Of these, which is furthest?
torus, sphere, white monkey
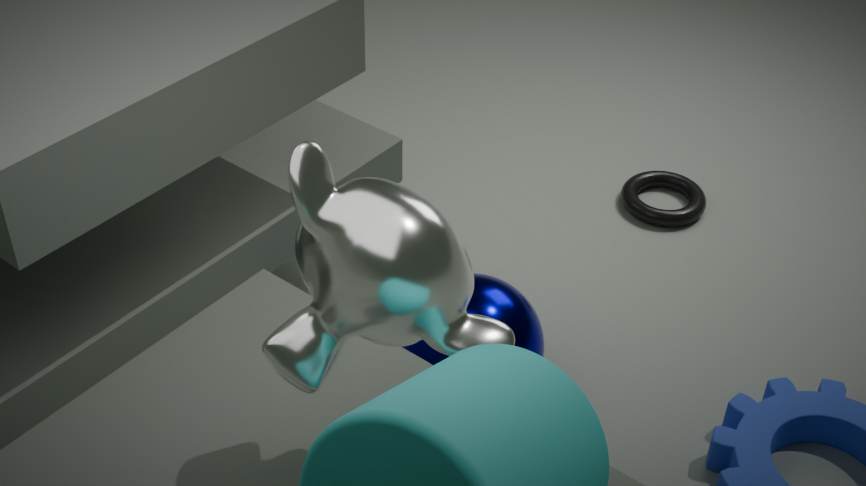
torus
